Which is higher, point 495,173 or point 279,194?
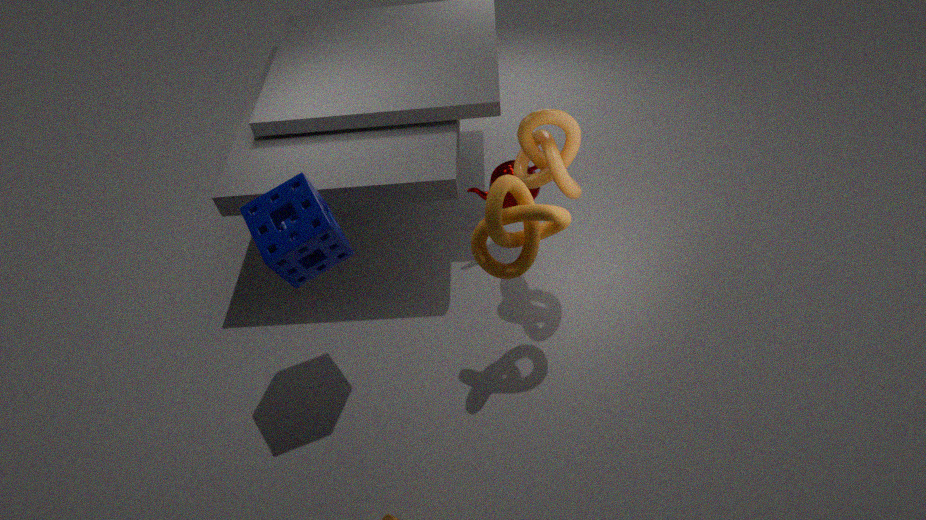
point 279,194
